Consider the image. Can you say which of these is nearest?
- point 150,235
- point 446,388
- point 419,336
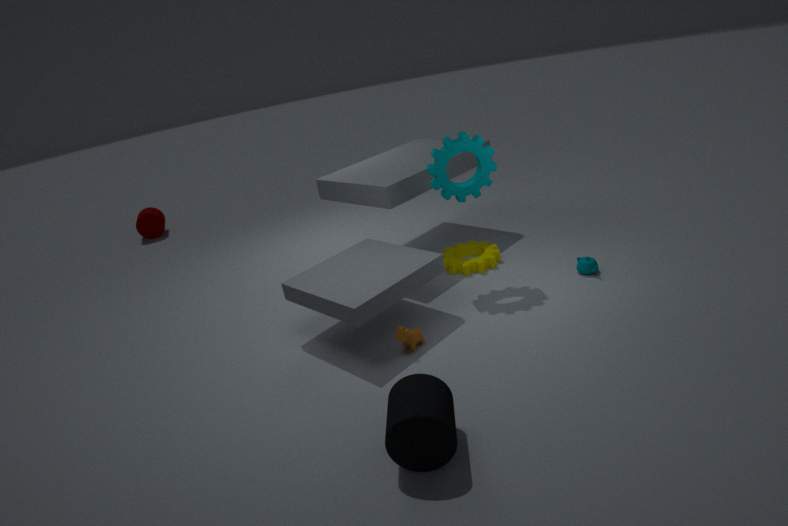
point 446,388
